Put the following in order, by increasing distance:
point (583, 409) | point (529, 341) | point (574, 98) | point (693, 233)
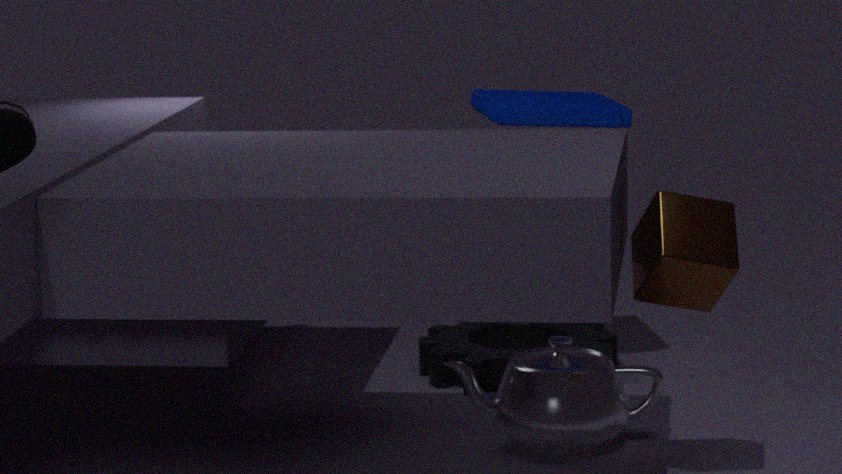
point (693, 233) → point (583, 409) → point (574, 98) → point (529, 341)
